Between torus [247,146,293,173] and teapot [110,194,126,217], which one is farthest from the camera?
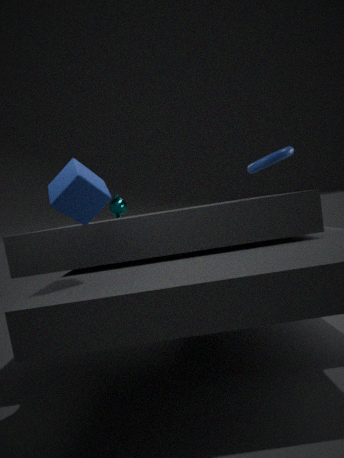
teapot [110,194,126,217]
